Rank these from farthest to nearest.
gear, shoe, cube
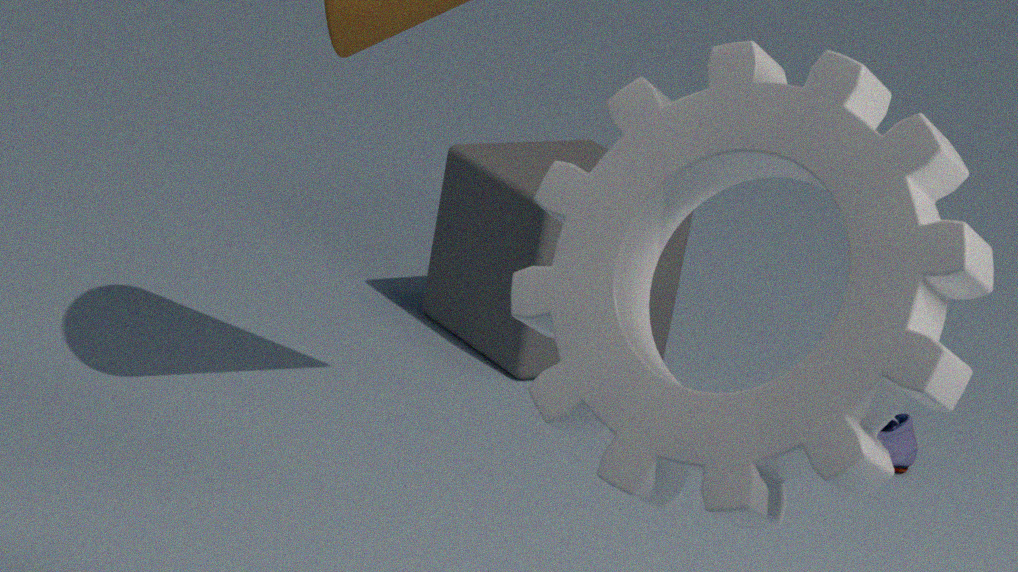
1. cube
2. shoe
3. gear
